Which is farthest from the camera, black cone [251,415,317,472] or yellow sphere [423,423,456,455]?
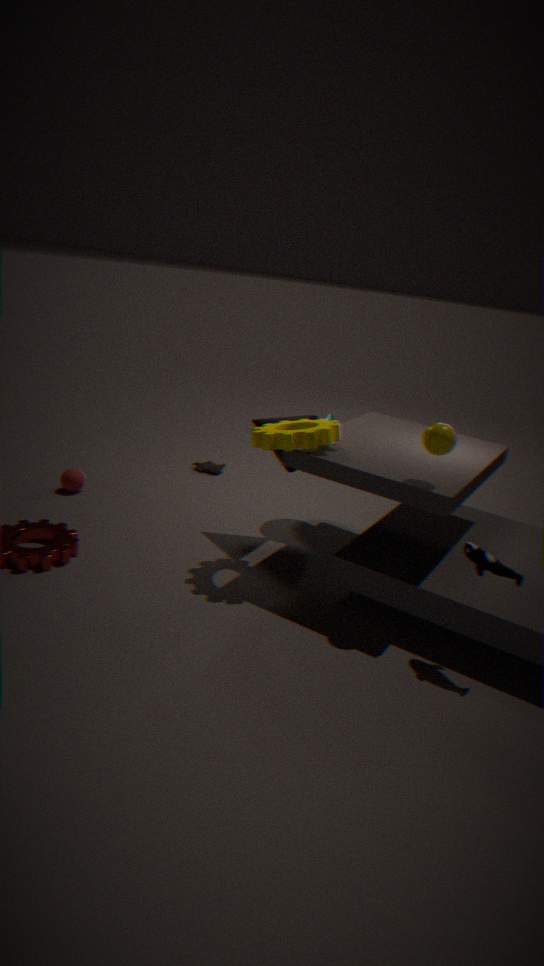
black cone [251,415,317,472]
